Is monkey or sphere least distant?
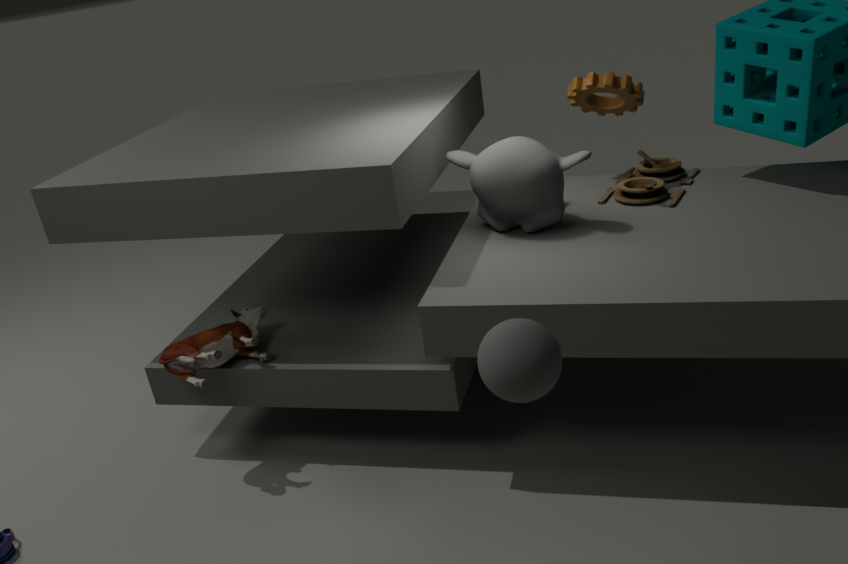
sphere
